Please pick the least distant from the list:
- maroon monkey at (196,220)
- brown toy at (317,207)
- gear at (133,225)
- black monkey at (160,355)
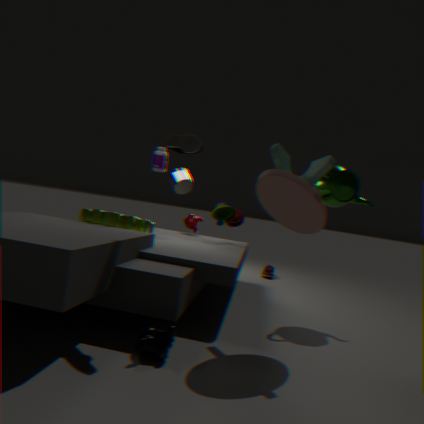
black monkey at (160,355)
